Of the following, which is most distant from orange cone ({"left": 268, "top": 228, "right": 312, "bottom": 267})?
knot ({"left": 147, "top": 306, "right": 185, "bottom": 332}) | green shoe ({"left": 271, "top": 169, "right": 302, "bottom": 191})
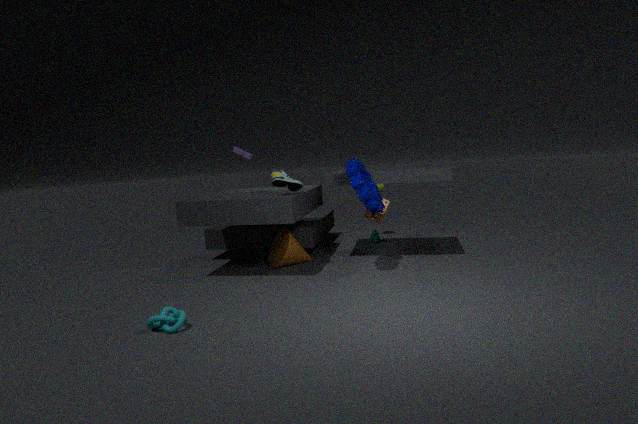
knot ({"left": 147, "top": 306, "right": 185, "bottom": 332})
